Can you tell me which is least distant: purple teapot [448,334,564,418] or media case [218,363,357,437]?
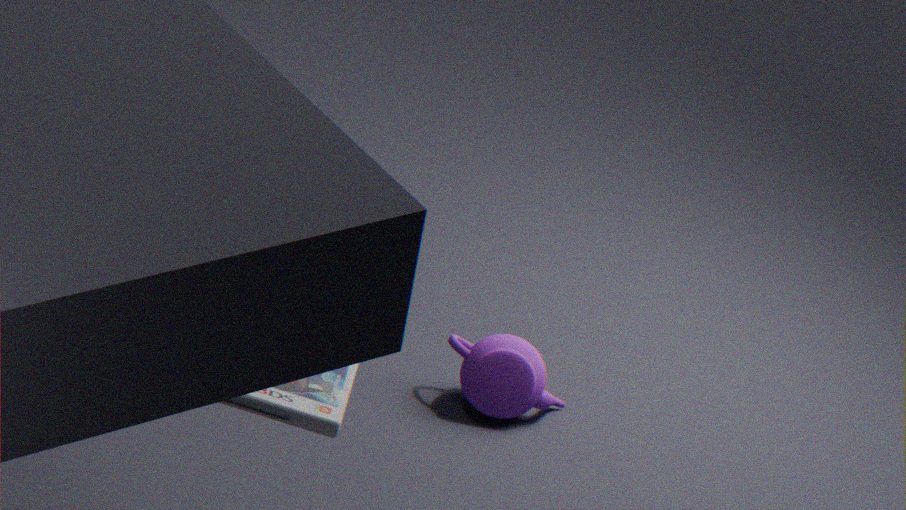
media case [218,363,357,437]
